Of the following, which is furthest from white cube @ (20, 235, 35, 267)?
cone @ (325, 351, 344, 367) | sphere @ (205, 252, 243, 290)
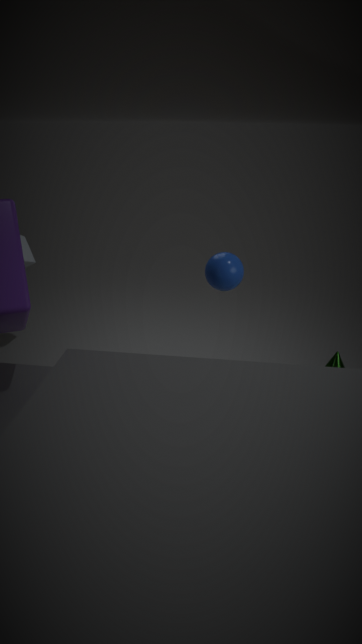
cone @ (325, 351, 344, 367)
